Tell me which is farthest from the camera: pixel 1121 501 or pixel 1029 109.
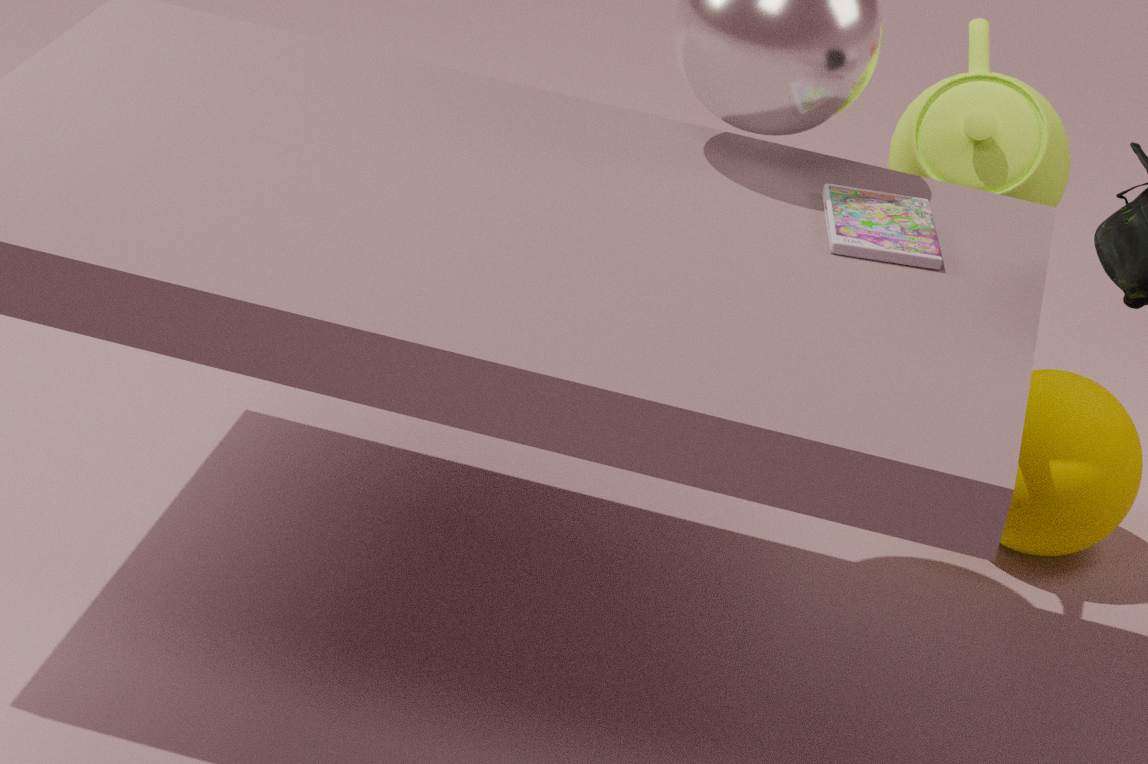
pixel 1121 501
